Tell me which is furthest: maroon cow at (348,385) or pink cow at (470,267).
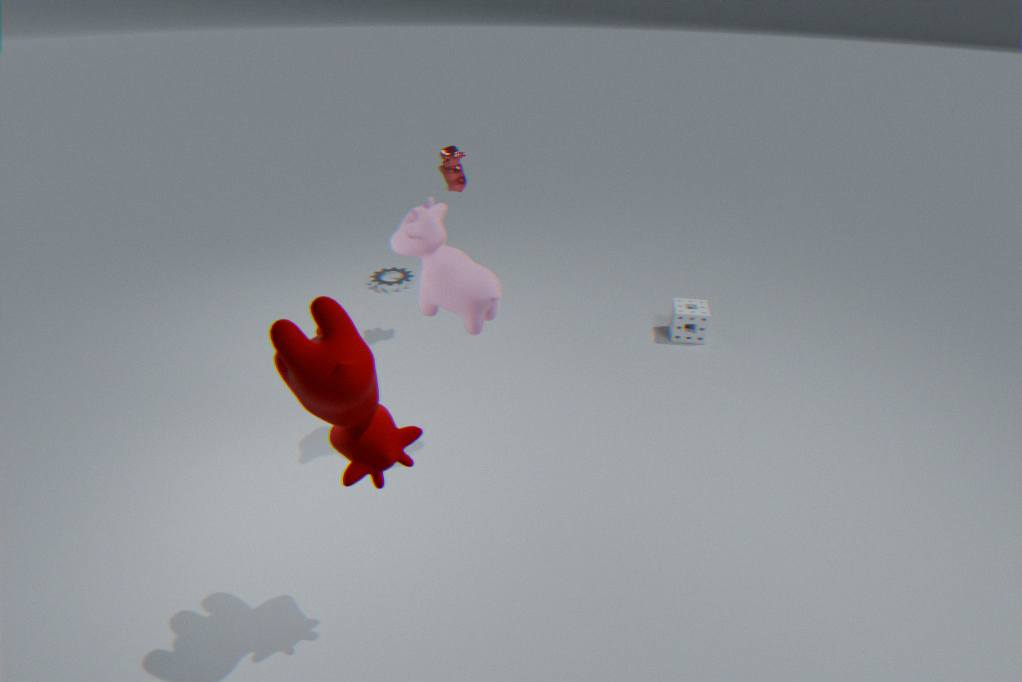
pink cow at (470,267)
